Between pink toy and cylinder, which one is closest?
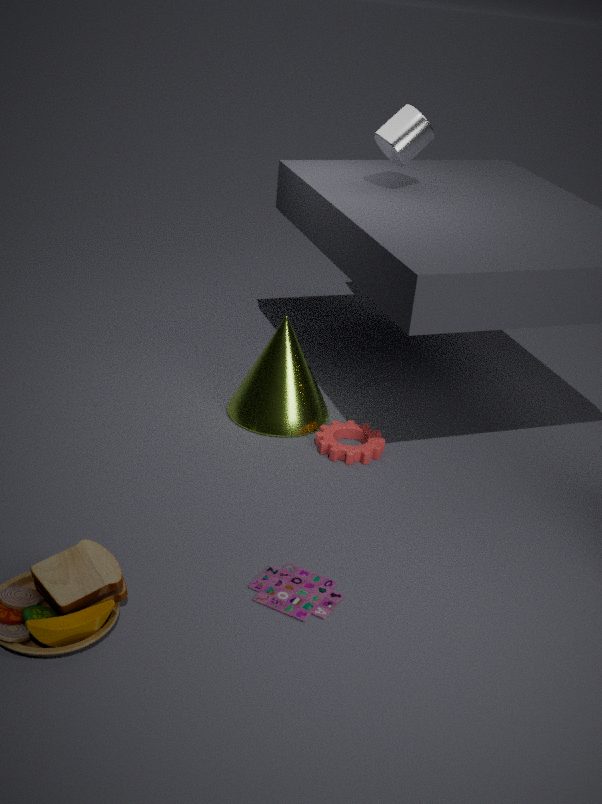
pink toy
